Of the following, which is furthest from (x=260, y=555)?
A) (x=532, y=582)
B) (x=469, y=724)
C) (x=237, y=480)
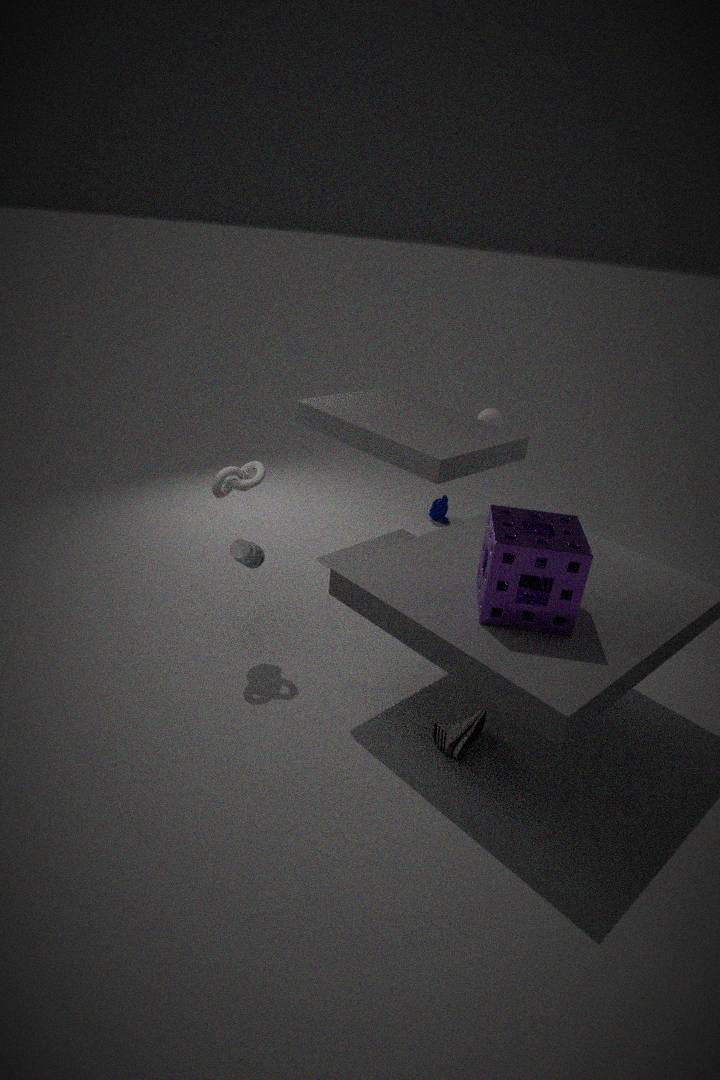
(x=532, y=582)
